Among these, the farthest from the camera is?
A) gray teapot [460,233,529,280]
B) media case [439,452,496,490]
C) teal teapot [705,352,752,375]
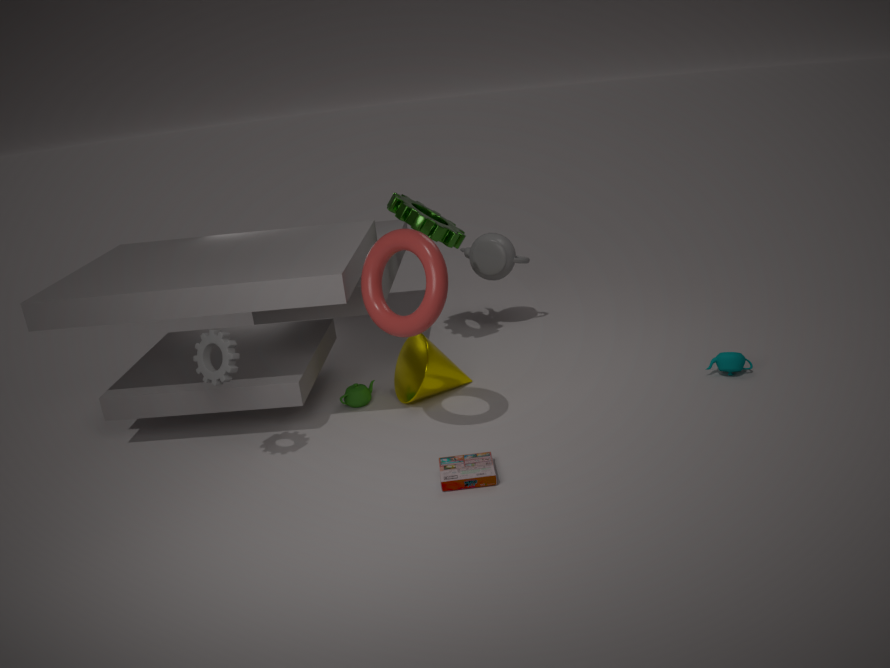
gray teapot [460,233,529,280]
